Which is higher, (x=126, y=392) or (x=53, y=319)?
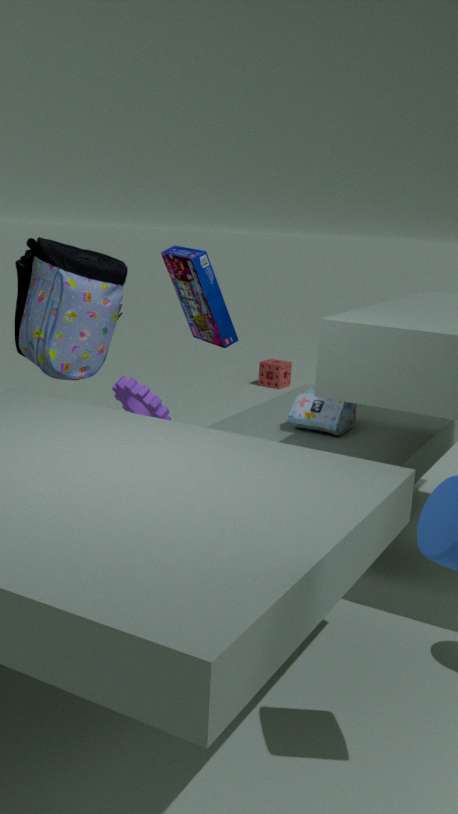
(x=53, y=319)
